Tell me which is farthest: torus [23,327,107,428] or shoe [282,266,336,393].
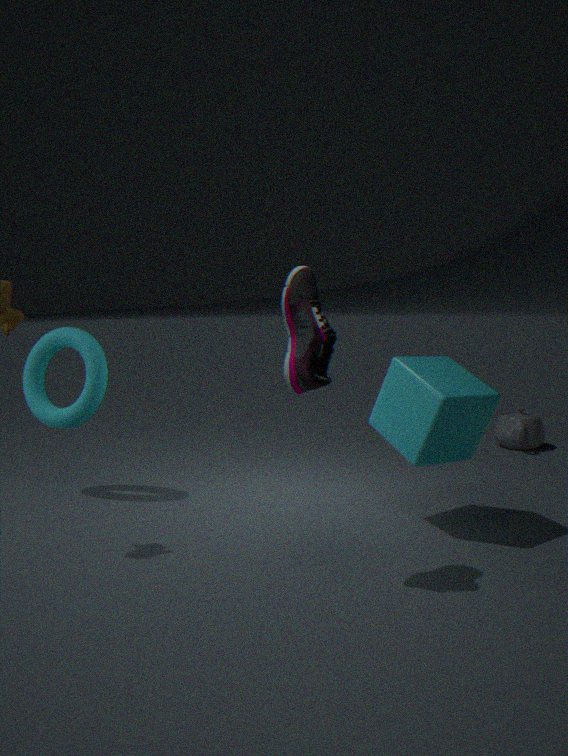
torus [23,327,107,428]
